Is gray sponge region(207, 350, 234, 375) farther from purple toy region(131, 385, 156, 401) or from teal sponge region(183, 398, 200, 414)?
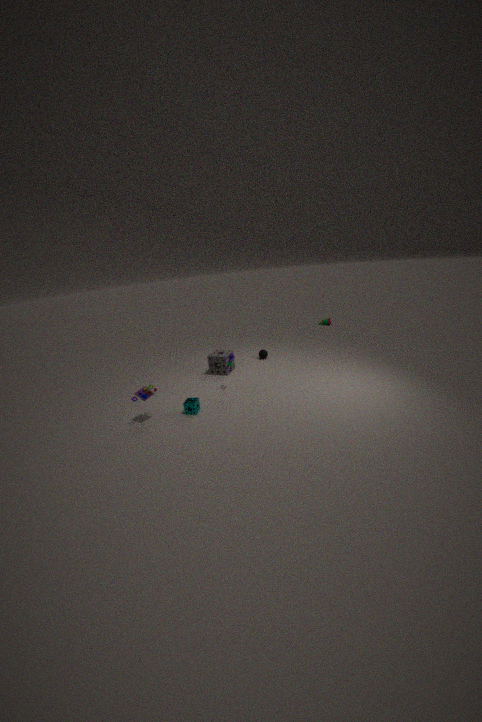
purple toy region(131, 385, 156, 401)
